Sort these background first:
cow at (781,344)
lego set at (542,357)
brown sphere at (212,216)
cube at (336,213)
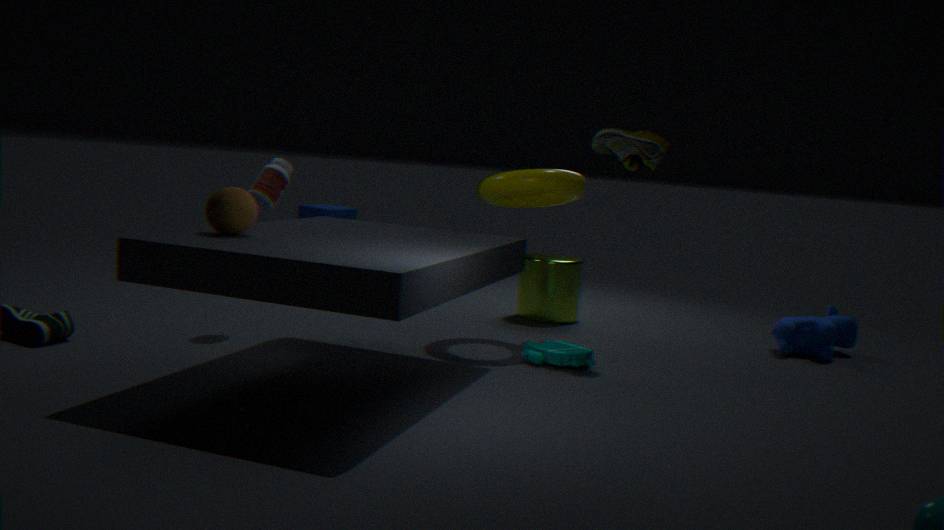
cube at (336,213) → cow at (781,344) → lego set at (542,357) → brown sphere at (212,216)
